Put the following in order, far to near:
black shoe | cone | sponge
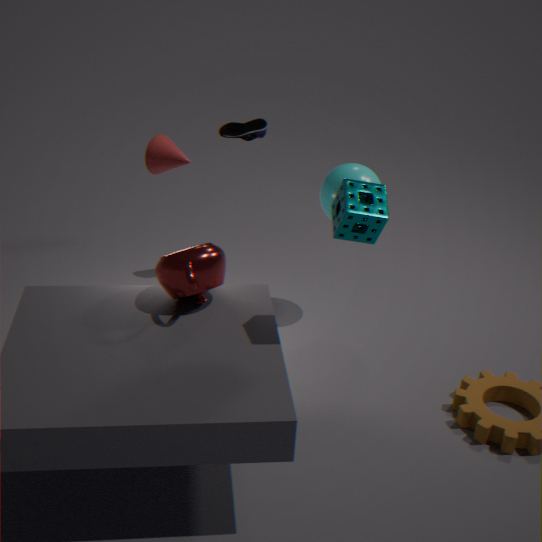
black shoe, cone, sponge
